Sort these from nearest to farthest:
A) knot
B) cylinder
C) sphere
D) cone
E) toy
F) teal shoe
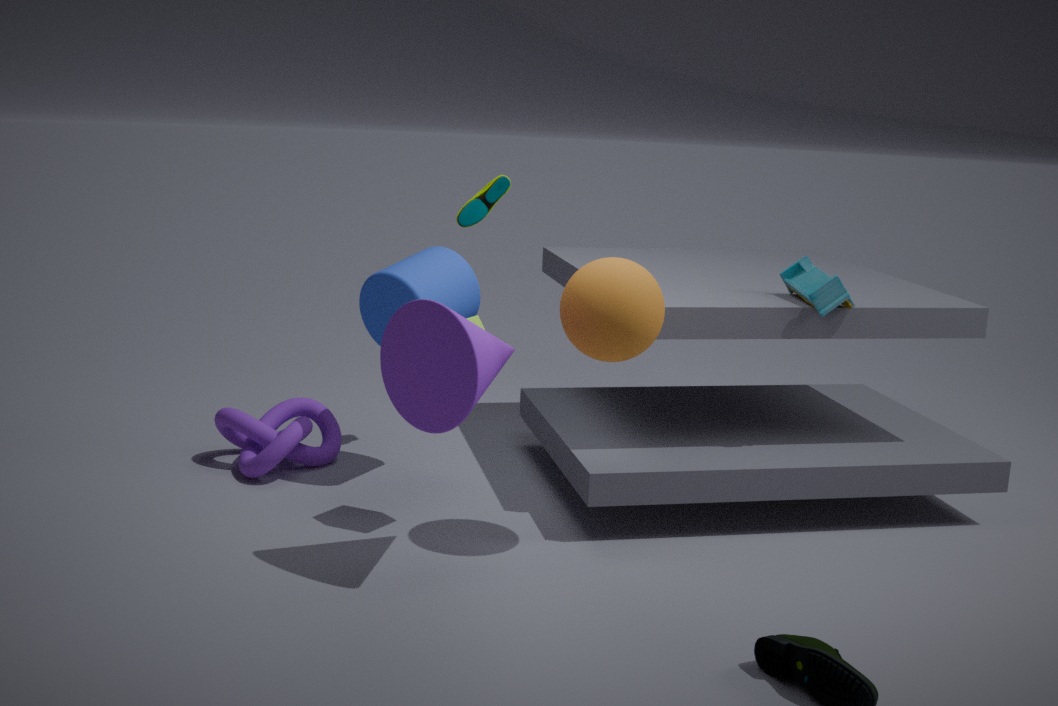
cone < sphere < toy < cylinder < knot < teal shoe
